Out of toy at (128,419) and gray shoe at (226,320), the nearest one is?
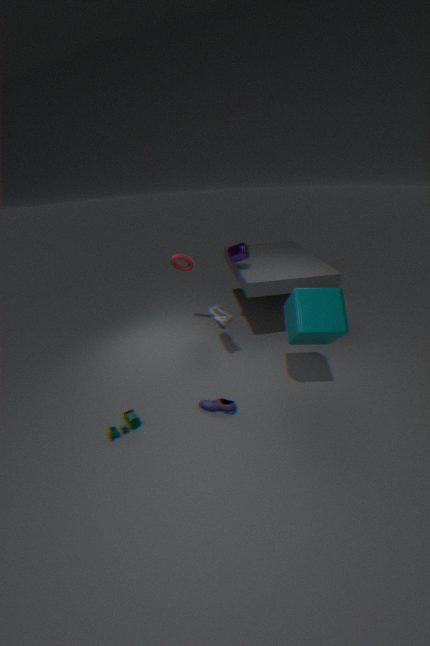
toy at (128,419)
